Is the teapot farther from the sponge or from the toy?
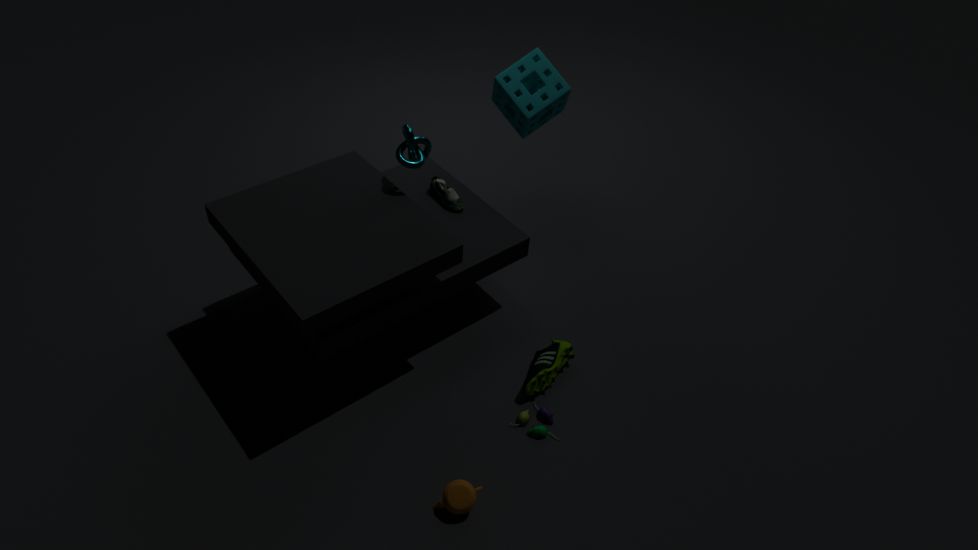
the sponge
